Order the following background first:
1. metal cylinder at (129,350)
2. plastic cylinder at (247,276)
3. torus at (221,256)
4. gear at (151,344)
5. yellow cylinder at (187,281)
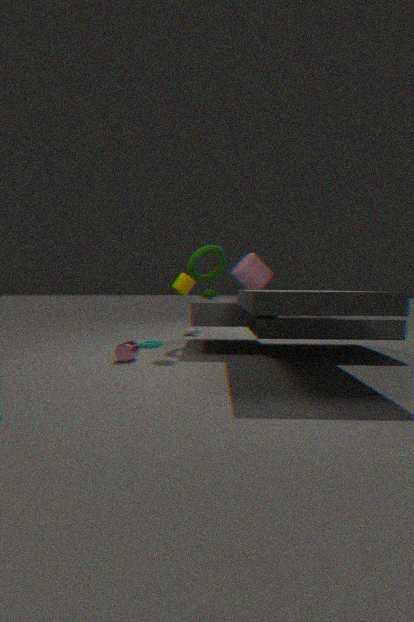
torus at (221,256)
gear at (151,344)
plastic cylinder at (247,276)
yellow cylinder at (187,281)
metal cylinder at (129,350)
